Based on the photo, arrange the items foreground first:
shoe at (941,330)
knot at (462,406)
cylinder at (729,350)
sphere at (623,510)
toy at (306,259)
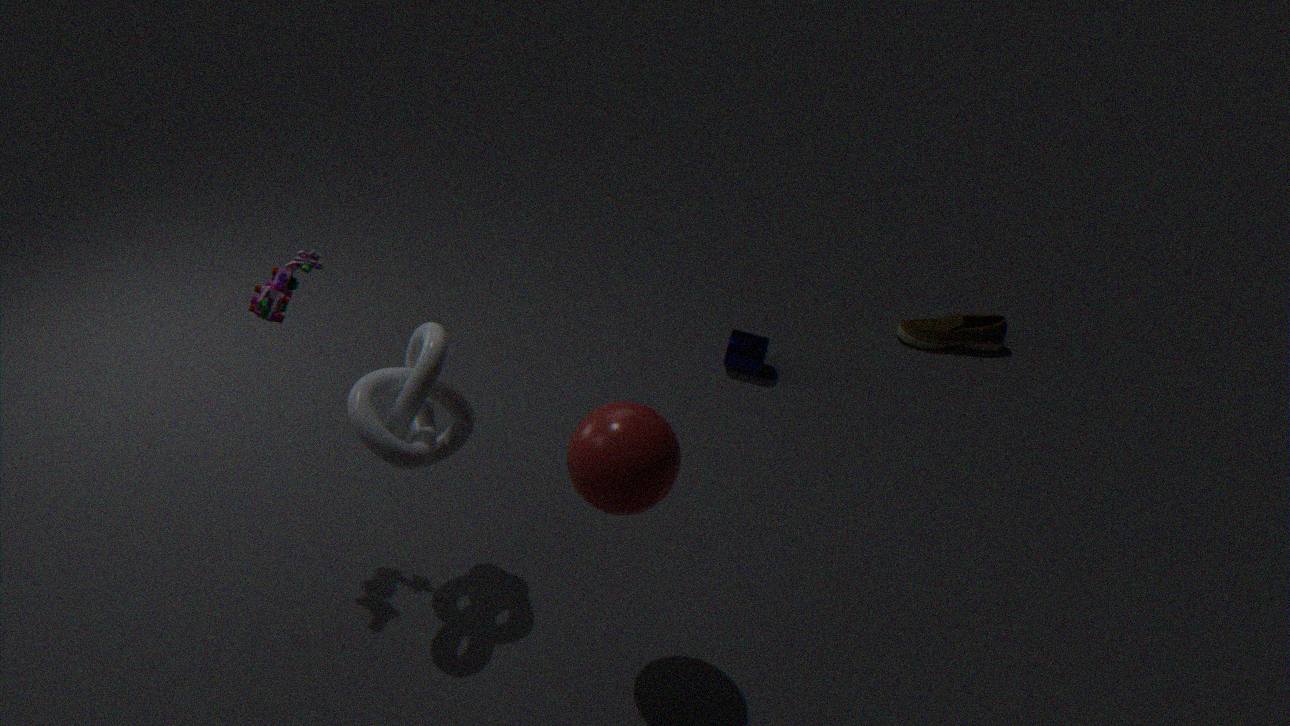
sphere at (623,510), knot at (462,406), toy at (306,259), cylinder at (729,350), shoe at (941,330)
